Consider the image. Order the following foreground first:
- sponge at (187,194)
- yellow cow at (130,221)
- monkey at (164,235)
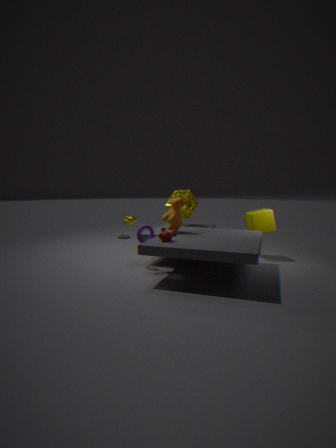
monkey at (164,235) < yellow cow at (130,221) < sponge at (187,194)
